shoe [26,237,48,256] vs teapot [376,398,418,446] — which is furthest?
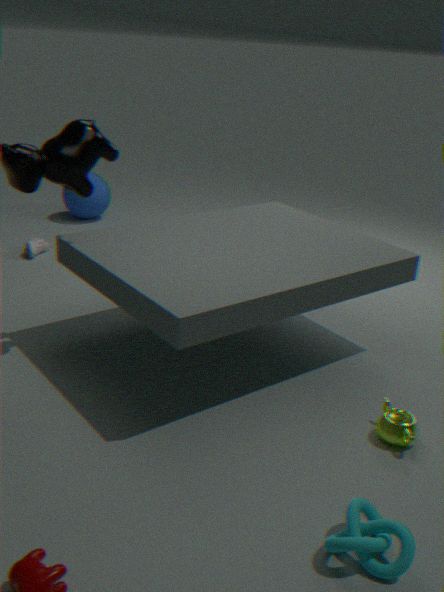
shoe [26,237,48,256]
